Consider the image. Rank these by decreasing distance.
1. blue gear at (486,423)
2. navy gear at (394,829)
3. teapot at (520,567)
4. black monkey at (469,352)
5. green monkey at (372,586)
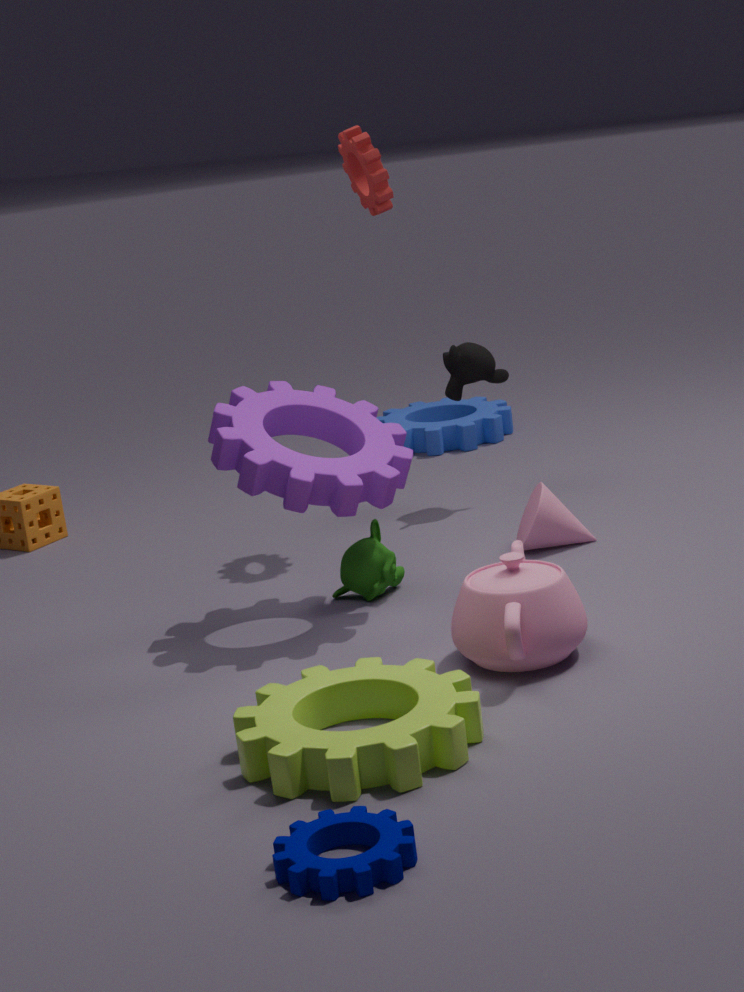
blue gear at (486,423), black monkey at (469,352), green monkey at (372,586), teapot at (520,567), navy gear at (394,829)
